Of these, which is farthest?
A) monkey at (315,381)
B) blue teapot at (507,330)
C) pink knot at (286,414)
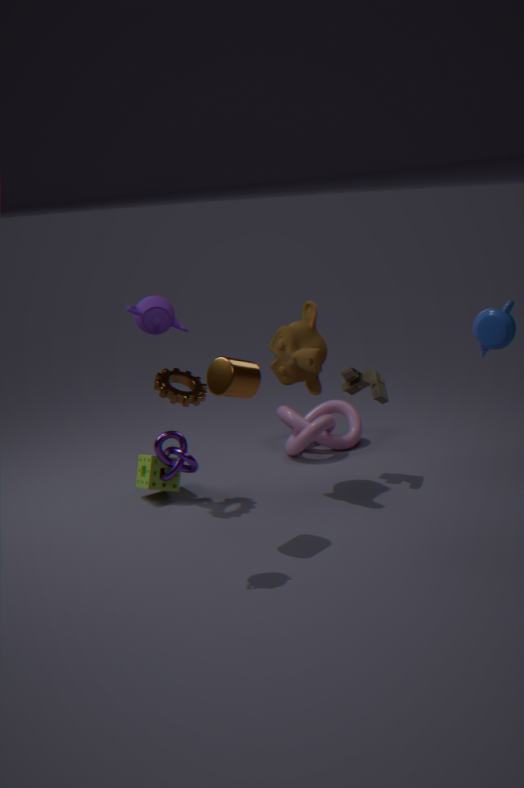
pink knot at (286,414)
